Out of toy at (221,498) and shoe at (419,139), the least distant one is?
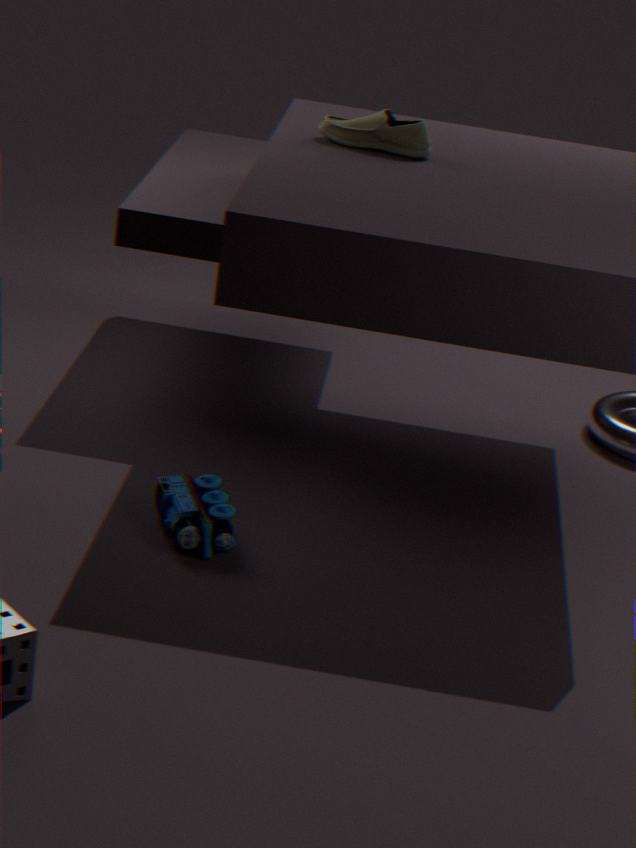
toy at (221,498)
